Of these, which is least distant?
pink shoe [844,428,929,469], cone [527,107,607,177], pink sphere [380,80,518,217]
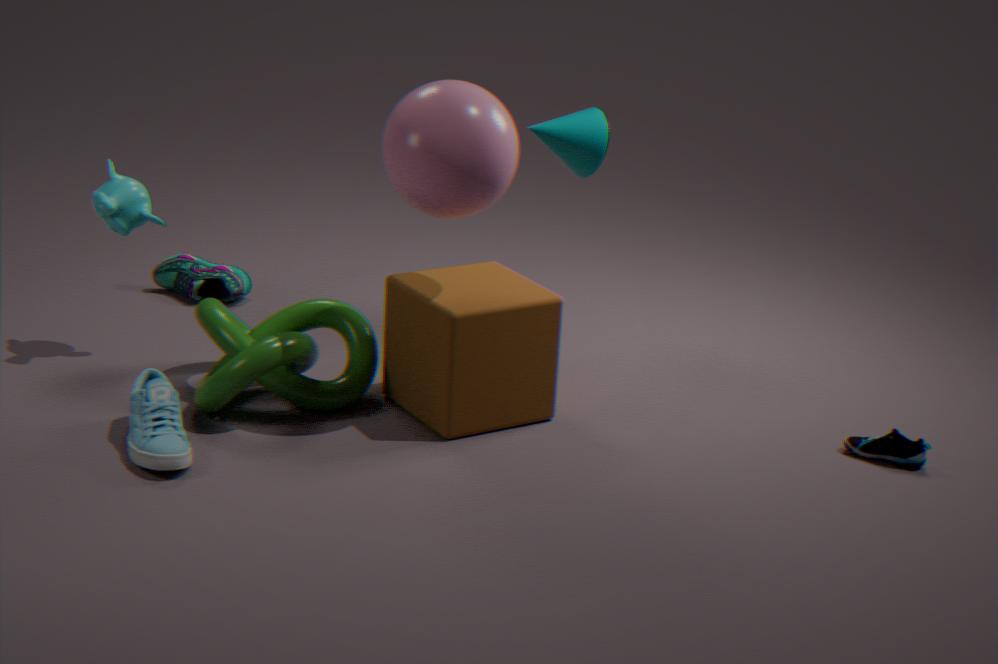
pink sphere [380,80,518,217]
